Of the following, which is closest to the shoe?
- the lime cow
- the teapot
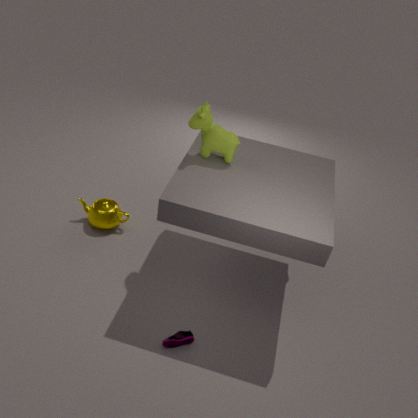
the teapot
